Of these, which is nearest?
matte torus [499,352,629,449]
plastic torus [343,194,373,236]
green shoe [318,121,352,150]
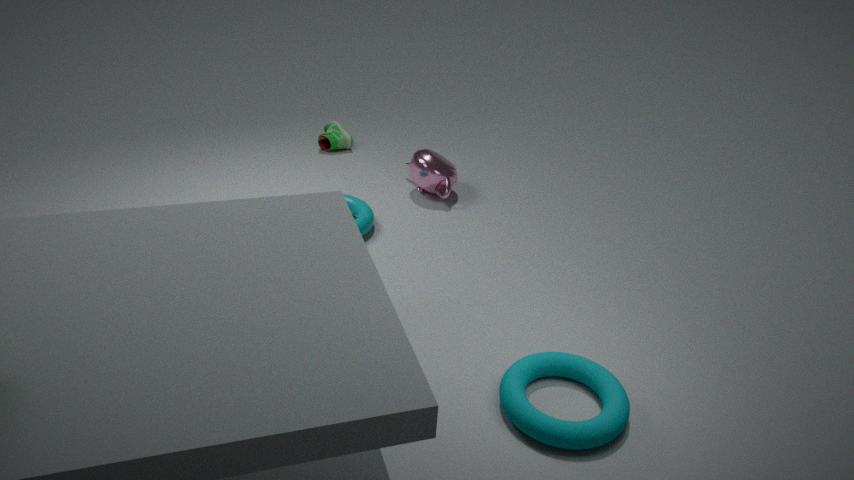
matte torus [499,352,629,449]
